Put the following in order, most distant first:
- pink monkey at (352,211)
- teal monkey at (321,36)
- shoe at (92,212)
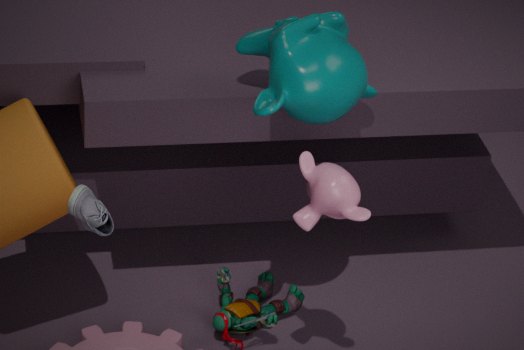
teal monkey at (321,36), pink monkey at (352,211), shoe at (92,212)
